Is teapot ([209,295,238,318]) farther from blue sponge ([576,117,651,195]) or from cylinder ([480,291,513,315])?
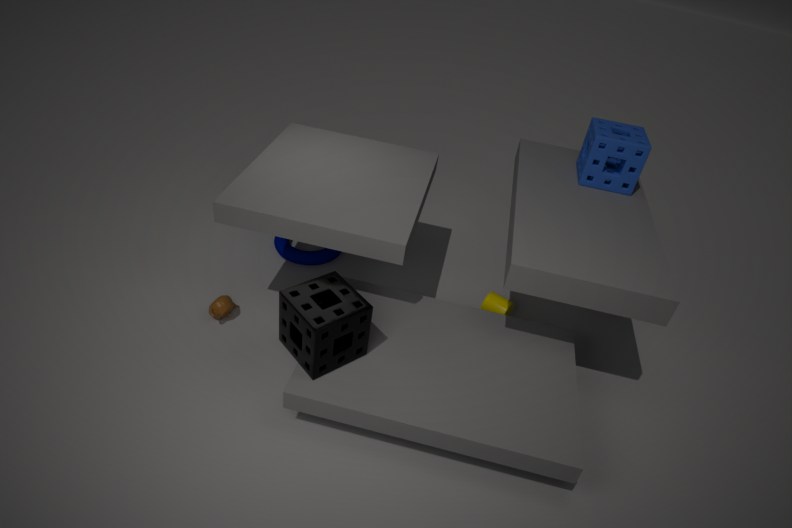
blue sponge ([576,117,651,195])
